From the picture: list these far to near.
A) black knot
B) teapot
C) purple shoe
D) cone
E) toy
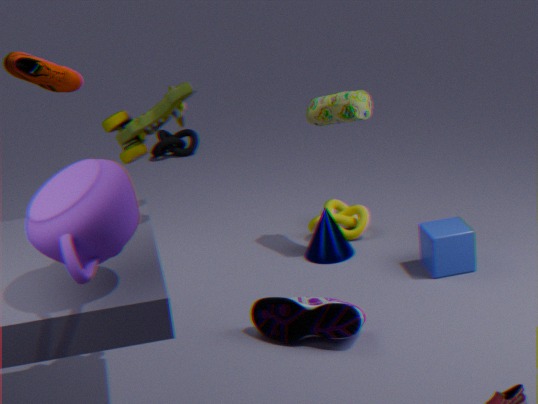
black knot → cone → purple shoe → toy → teapot
